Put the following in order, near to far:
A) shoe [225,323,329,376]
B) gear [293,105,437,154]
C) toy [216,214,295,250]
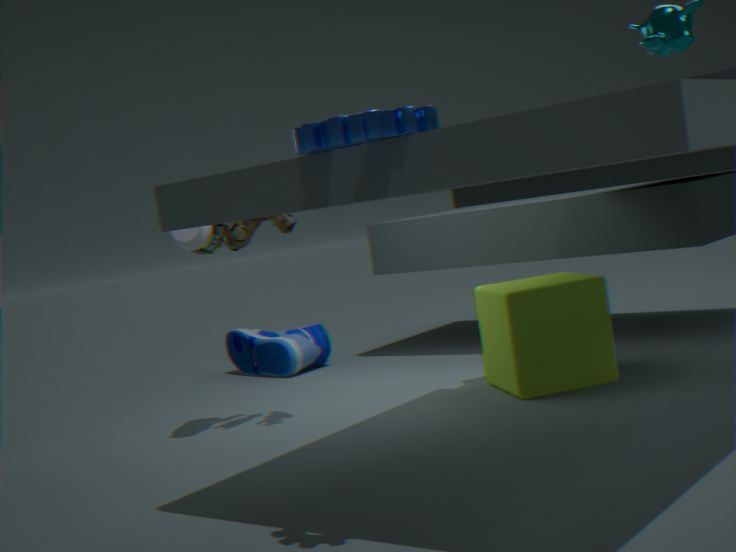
B. gear [293,105,437,154] → C. toy [216,214,295,250] → A. shoe [225,323,329,376]
